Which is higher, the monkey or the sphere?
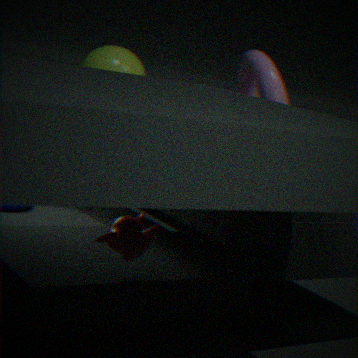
the sphere
